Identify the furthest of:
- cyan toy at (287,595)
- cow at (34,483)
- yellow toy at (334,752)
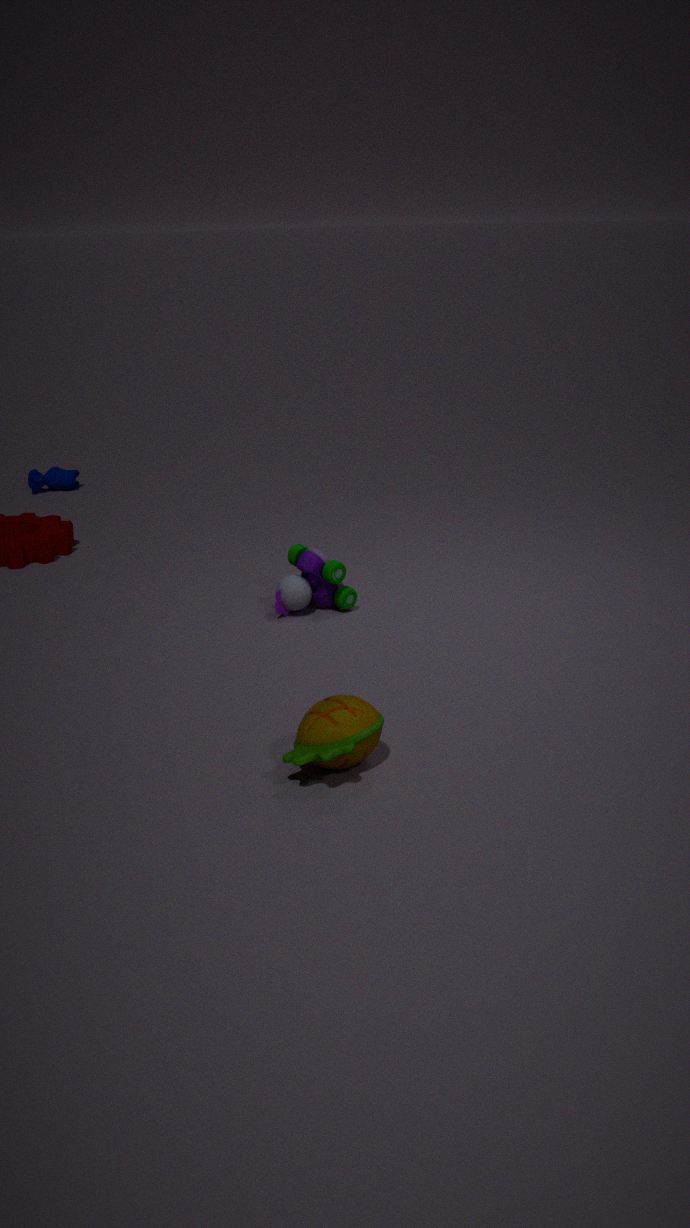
cow at (34,483)
